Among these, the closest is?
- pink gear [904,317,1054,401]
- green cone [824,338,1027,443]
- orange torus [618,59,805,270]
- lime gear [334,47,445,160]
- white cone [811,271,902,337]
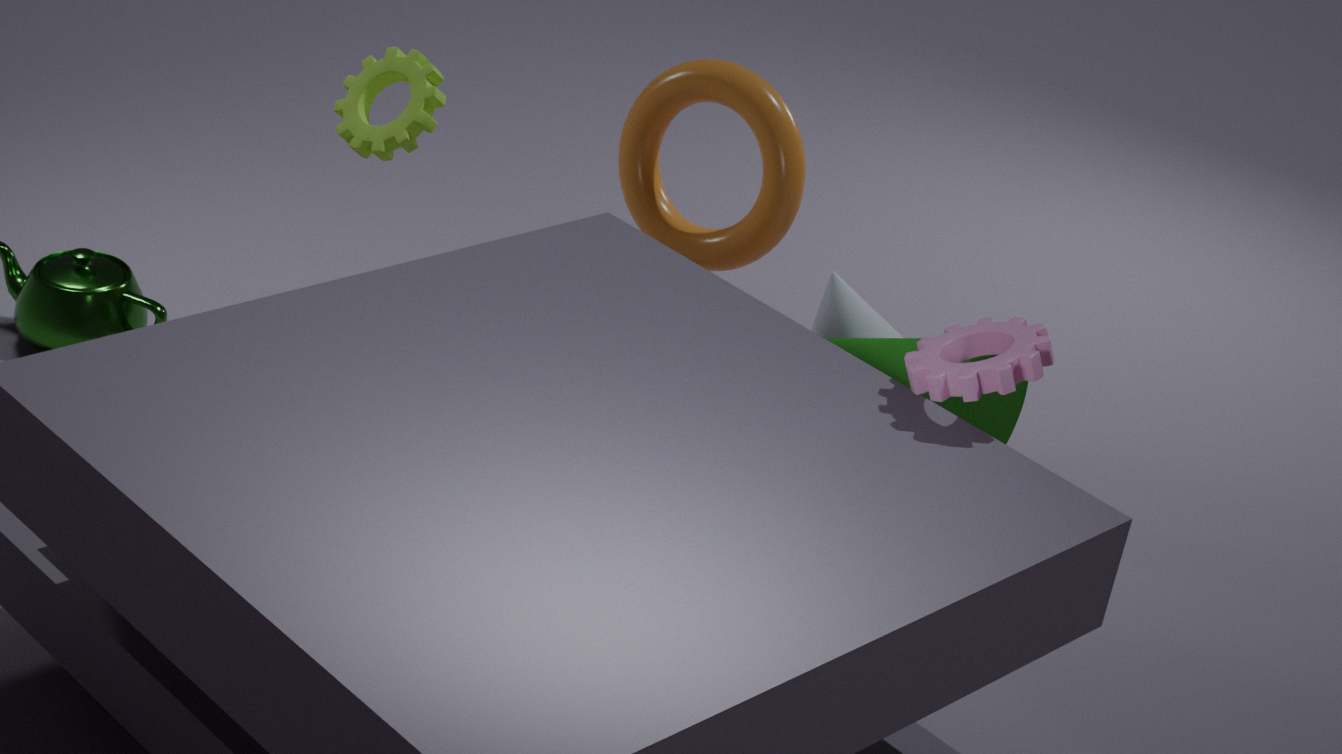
pink gear [904,317,1054,401]
